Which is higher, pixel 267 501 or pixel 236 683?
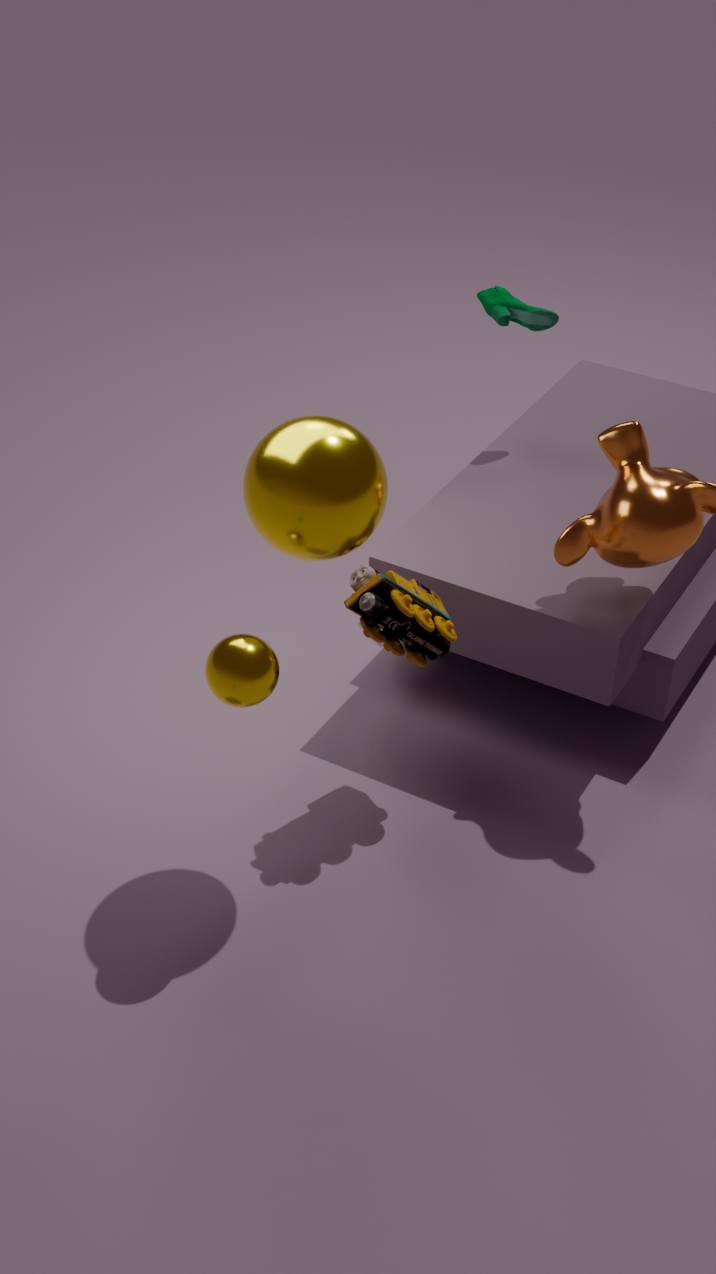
pixel 267 501
